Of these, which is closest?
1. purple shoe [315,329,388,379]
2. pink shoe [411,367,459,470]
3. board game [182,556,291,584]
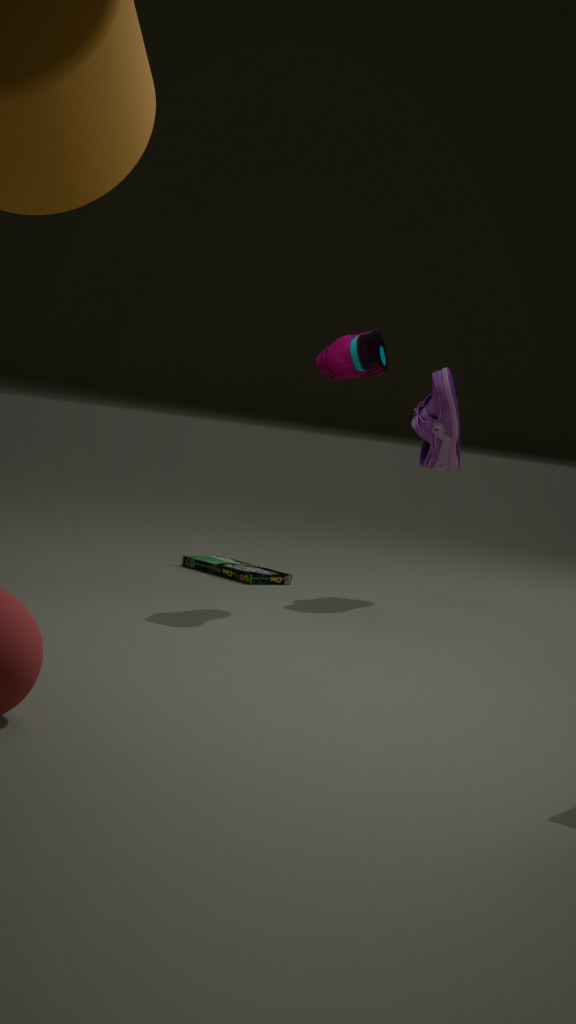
purple shoe [315,329,388,379]
